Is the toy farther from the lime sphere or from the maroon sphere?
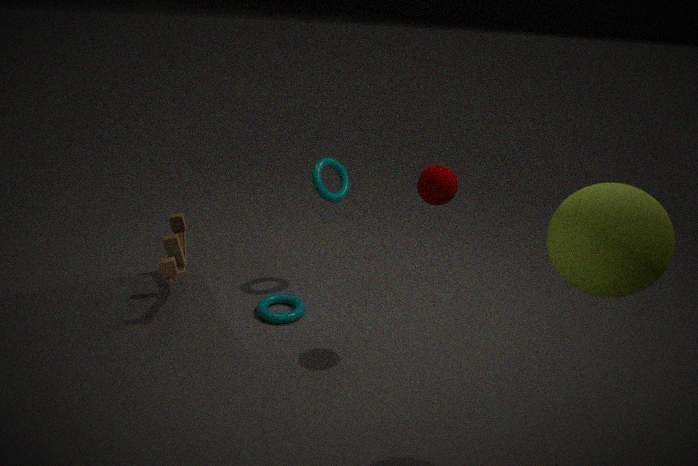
the lime sphere
